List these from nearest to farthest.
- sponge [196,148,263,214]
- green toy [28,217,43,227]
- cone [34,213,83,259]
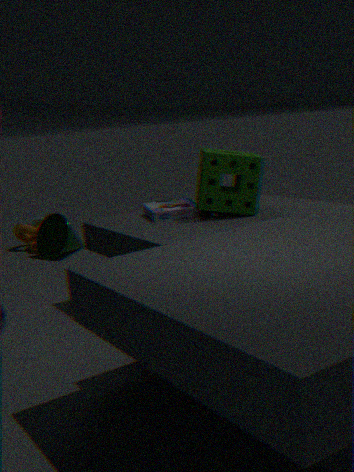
sponge [196,148,263,214], cone [34,213,83,259], green toy [28,217,43,227]
